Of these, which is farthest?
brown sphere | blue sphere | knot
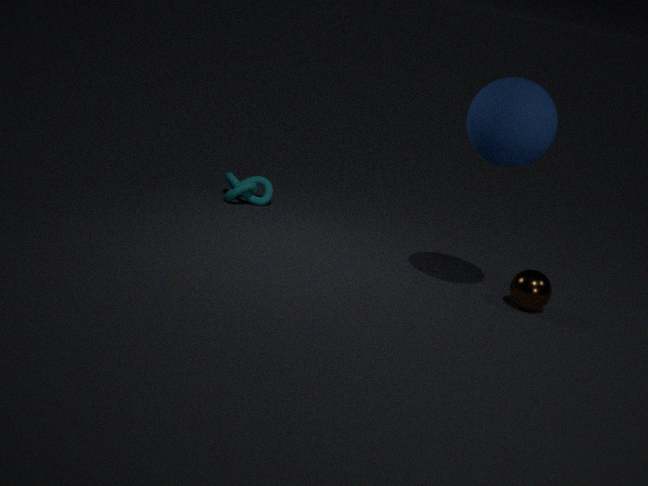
knot
